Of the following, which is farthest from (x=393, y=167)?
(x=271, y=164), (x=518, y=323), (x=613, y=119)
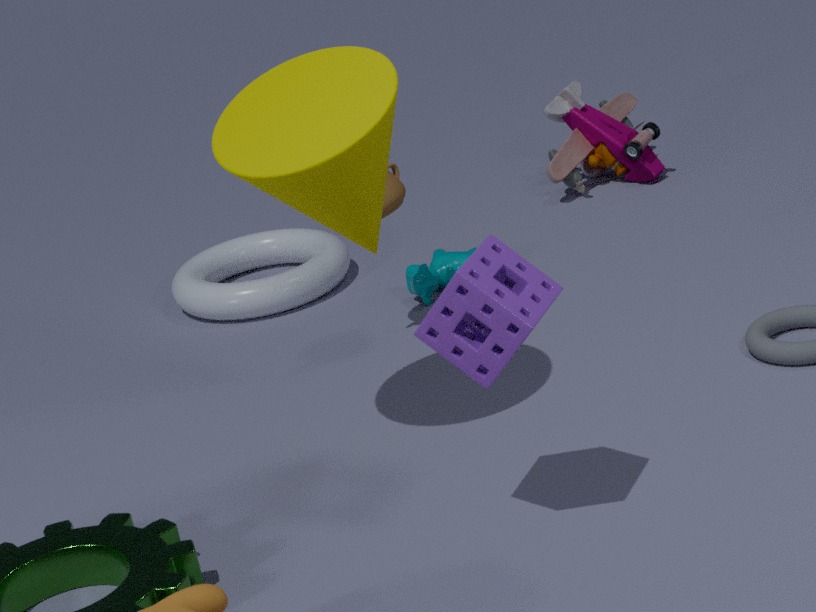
(x=613, y=119)
